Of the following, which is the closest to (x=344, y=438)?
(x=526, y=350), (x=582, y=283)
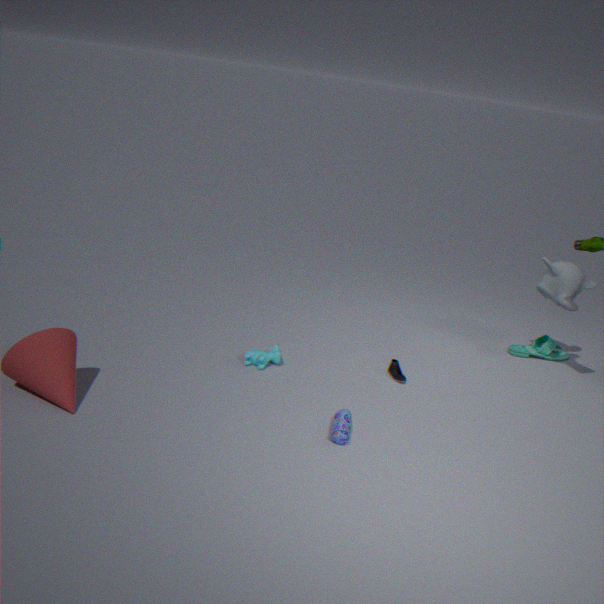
(x=582, y=283)
